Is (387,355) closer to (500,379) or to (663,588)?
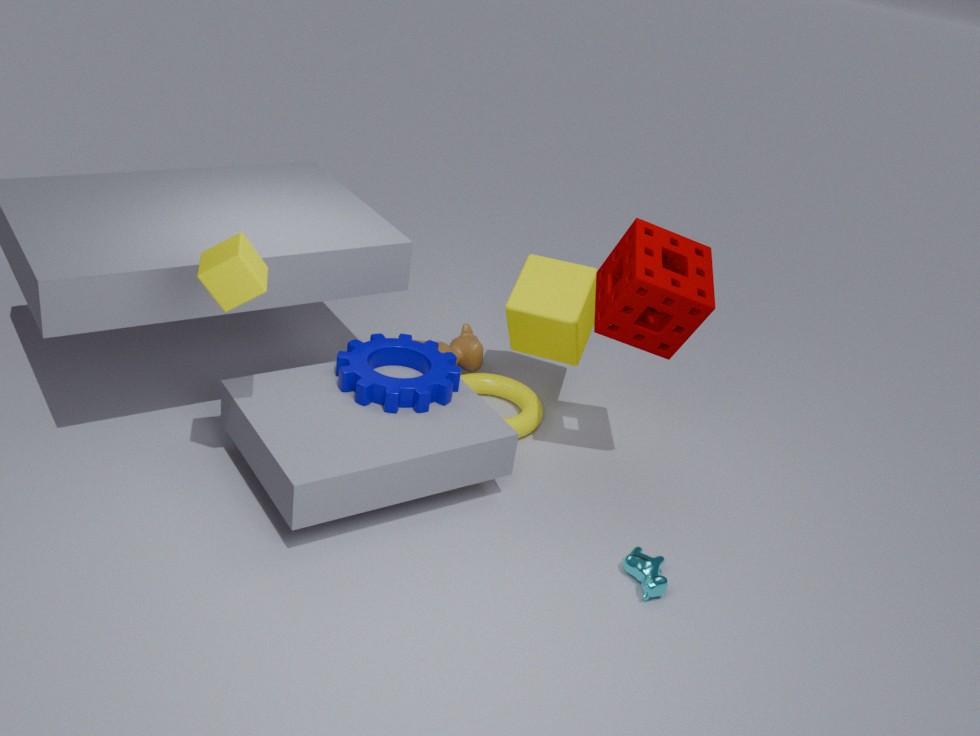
(500,379)
